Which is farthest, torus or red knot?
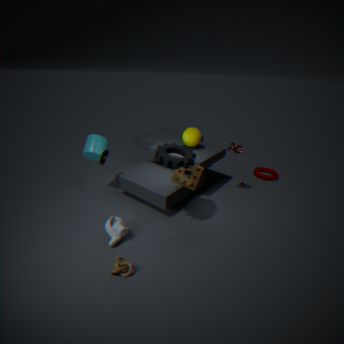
torus
